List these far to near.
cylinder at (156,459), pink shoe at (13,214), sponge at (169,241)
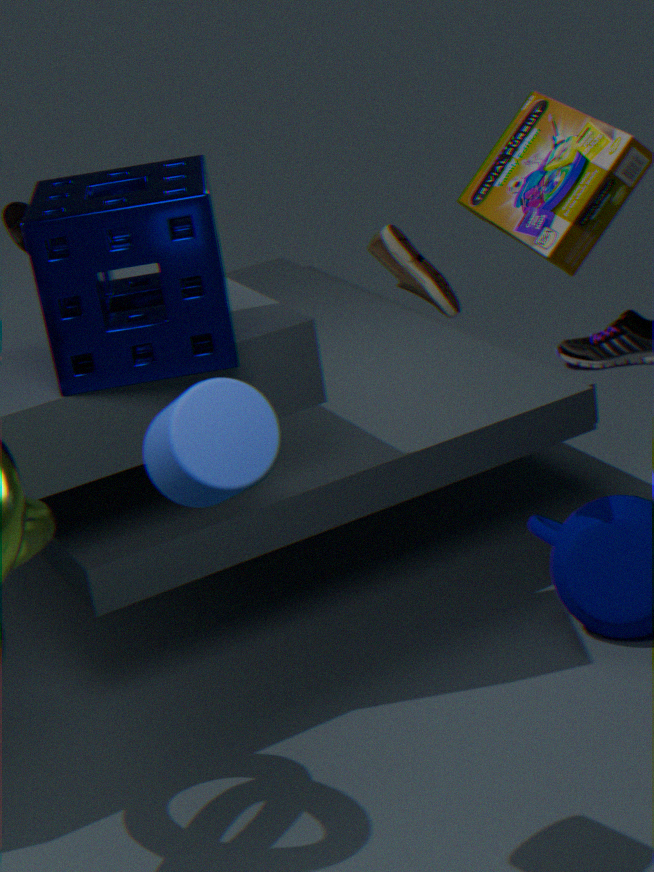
1. pink shoe at (13,214)
2. sponge at (169,241)
3. cylinder at (156,459)
